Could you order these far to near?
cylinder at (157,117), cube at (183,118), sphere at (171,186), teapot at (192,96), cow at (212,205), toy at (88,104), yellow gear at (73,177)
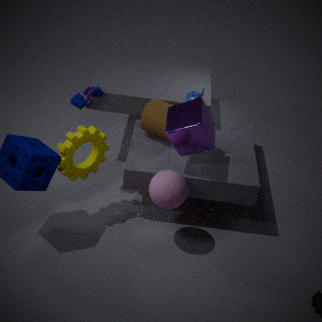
1. cow at (212,205)
2. cylinder at (157,117)
3. toy at (88,104)
4. teapot at (192,96)
5. yellow gear at (73,177)
6. cube at (183,118)
7. sphere at (171,186)
